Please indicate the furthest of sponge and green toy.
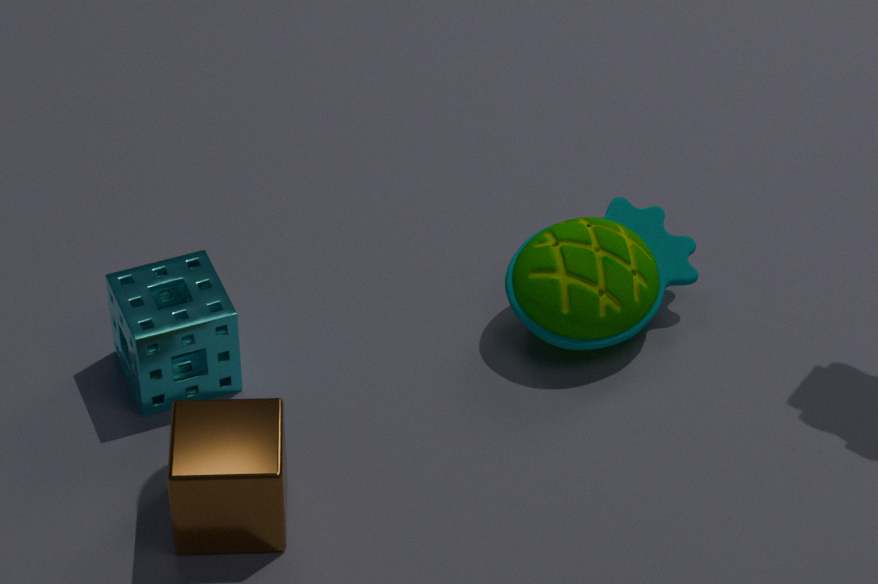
green toy
